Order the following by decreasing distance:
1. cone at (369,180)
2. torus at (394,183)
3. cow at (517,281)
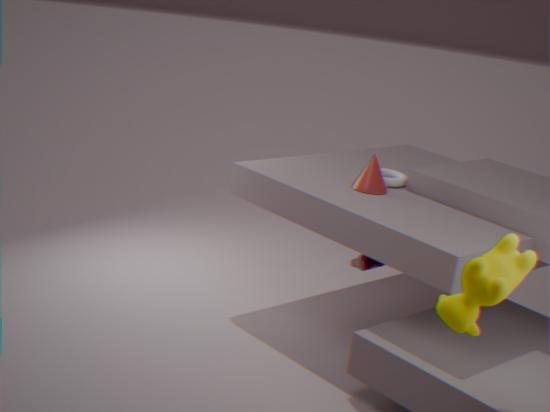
1. torus at (394,183)
2. cone at (369,180)
3. cow at (517,281)
